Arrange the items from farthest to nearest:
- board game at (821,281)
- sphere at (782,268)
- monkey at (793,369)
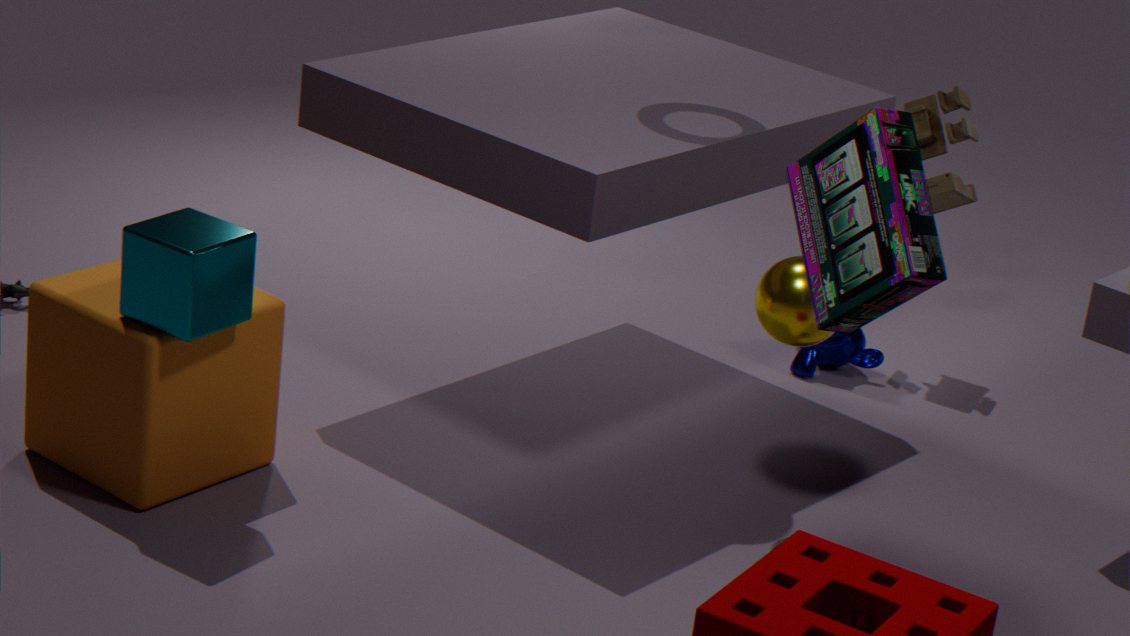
monkey at (793,369) < sphere at (782,268) < board game at (821,281)
